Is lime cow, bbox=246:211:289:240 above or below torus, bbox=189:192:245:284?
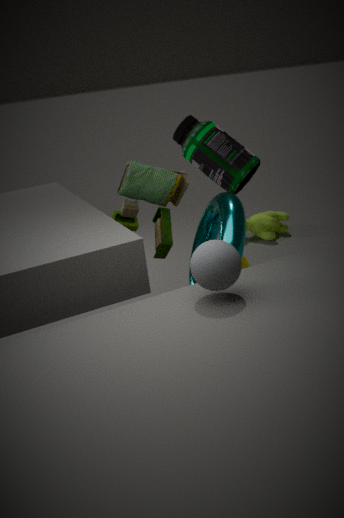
below
